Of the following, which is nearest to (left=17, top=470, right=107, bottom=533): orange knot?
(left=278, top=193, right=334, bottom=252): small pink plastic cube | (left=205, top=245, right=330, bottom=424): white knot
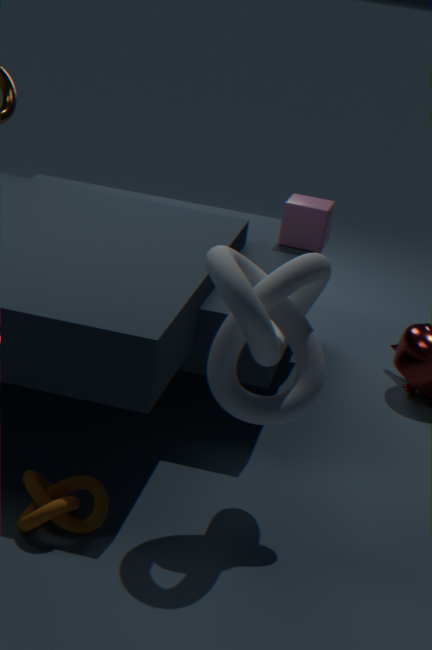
(left=205, top=245, right=330, bottom=424): white knot
